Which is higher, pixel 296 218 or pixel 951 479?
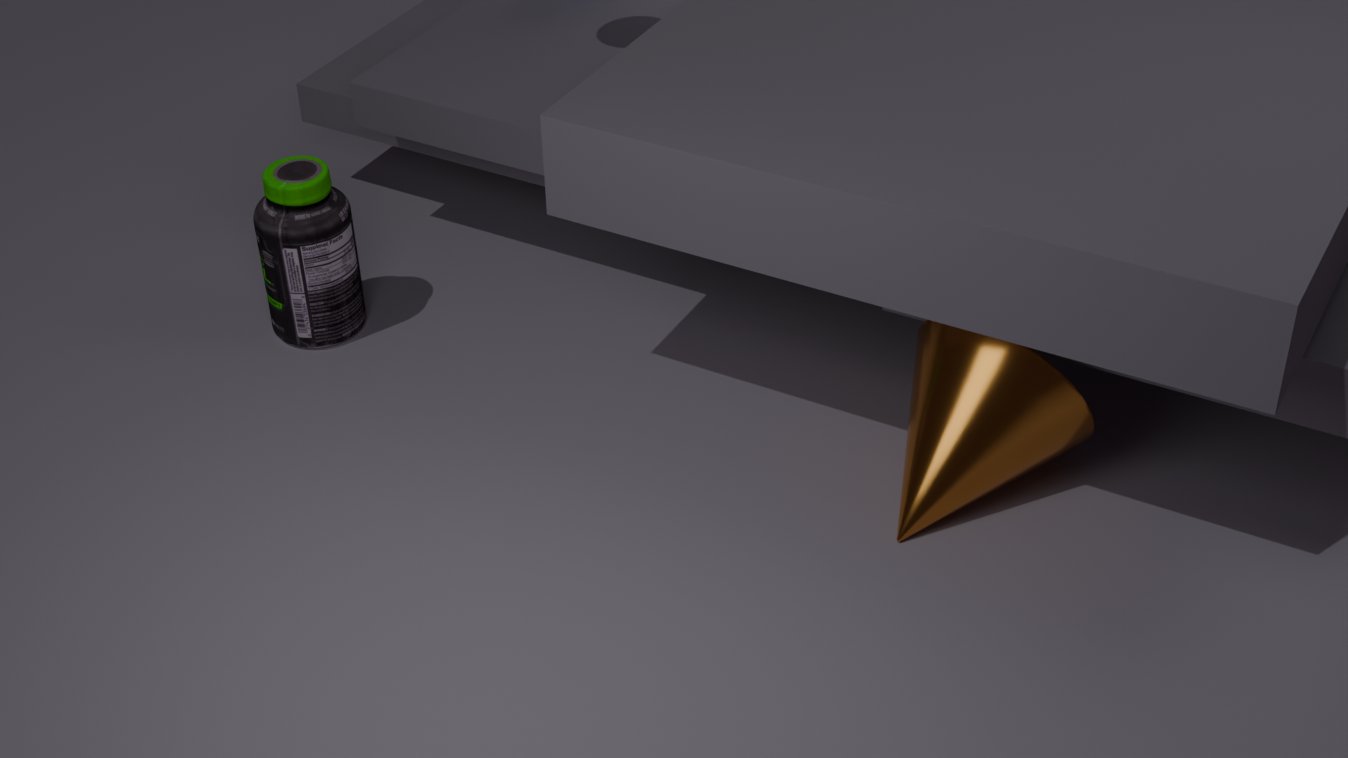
pixel 296 218
